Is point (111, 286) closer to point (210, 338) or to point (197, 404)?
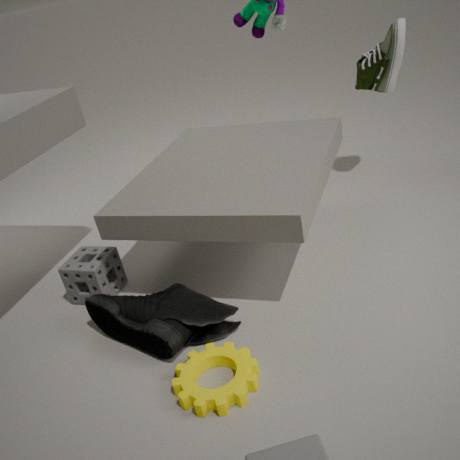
point (210, 338)
